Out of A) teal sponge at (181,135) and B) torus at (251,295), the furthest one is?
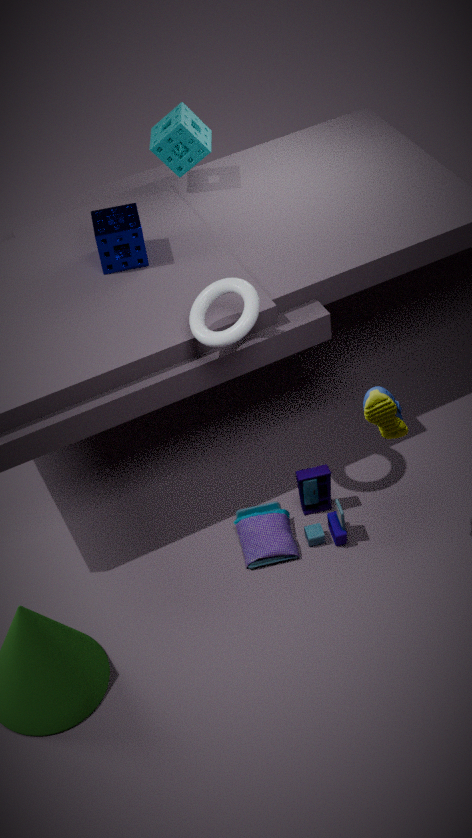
A. teal sponge at (181,135)
